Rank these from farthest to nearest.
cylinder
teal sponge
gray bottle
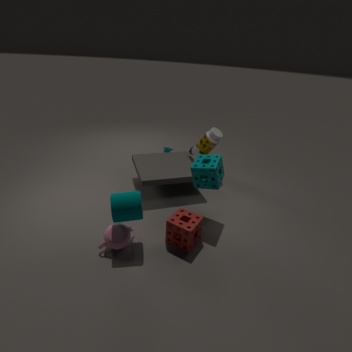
gray bottle < teal sponge < cylinder
